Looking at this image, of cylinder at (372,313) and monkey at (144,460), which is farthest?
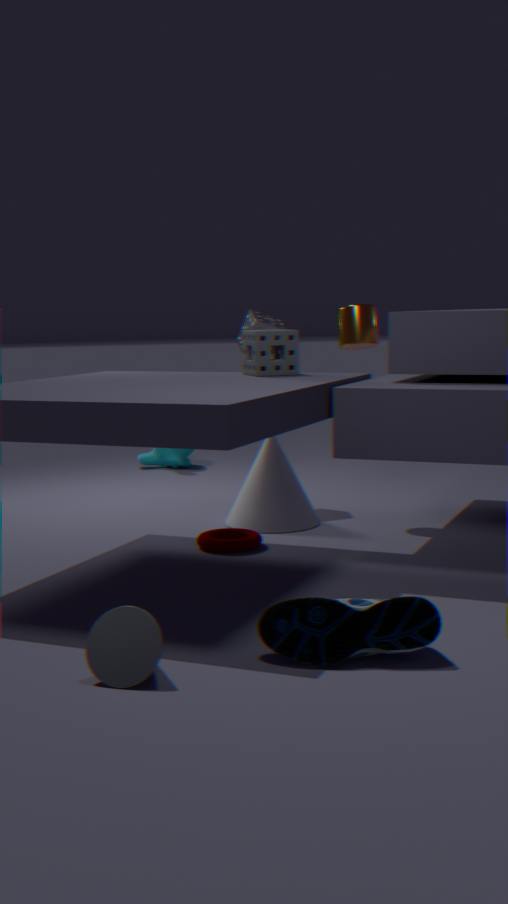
monkey at (144,460)
